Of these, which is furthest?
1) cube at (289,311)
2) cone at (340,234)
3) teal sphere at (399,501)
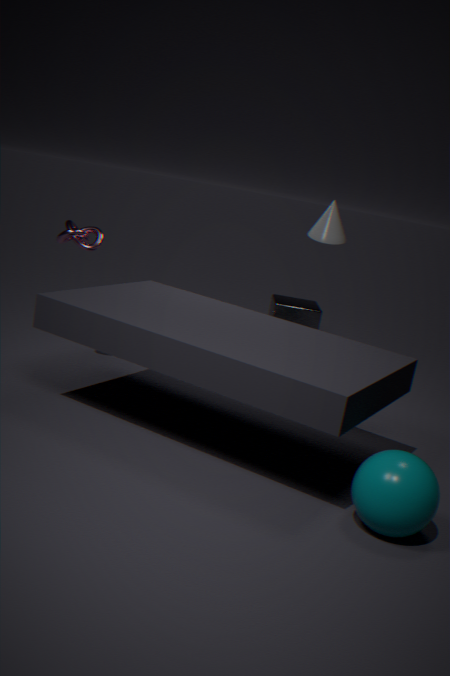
1. cube at (289,311)
